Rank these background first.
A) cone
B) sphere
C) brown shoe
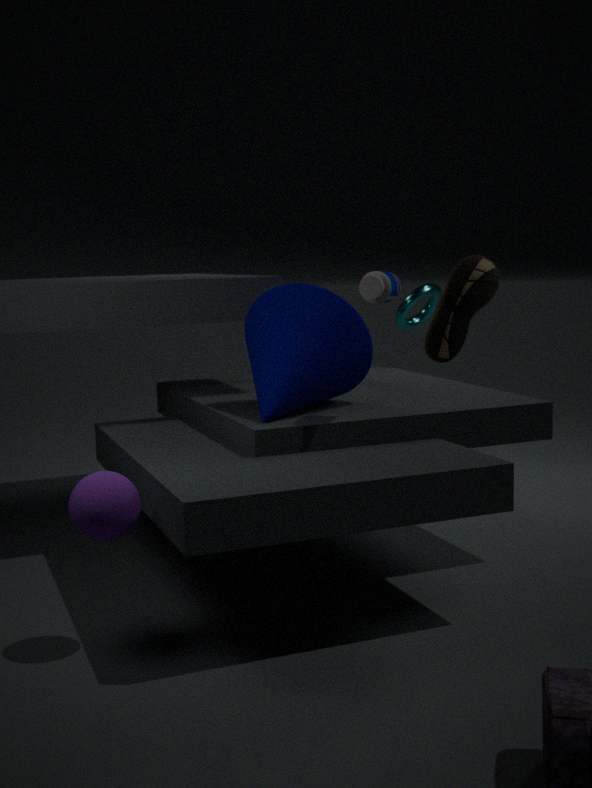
1. brown shoe
2. cone
3. sphere
